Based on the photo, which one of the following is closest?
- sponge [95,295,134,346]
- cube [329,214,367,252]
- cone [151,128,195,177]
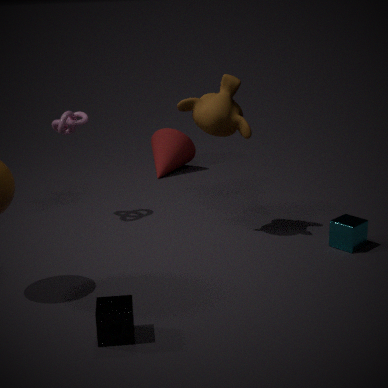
sponge [95,295,134,346]
